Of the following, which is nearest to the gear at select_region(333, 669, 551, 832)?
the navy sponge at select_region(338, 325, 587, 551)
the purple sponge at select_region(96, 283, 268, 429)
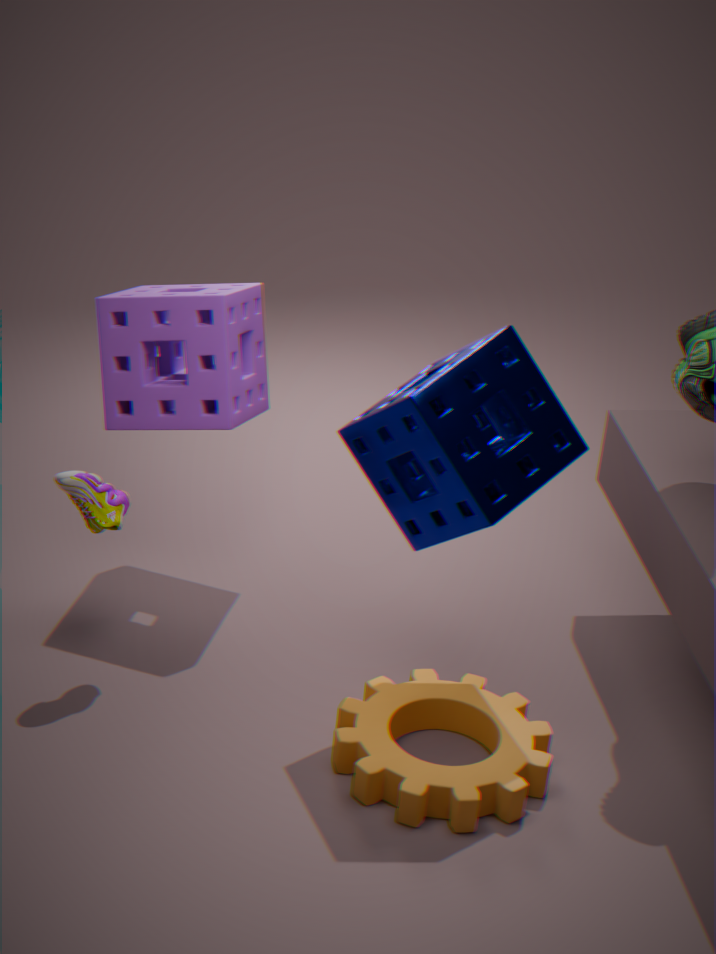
the navy sponge at select_region(338, 325, 587, 551)
